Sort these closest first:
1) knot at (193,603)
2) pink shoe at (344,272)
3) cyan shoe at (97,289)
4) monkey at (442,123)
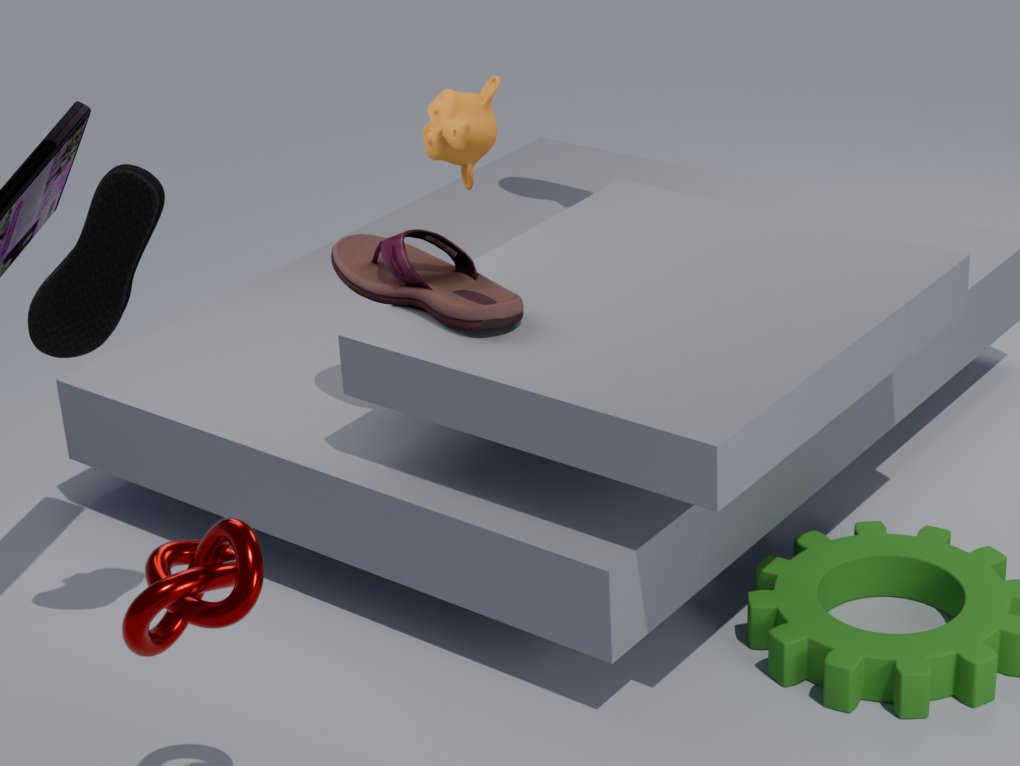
1. 1. knot at (193,603)
2. 3. cyan shoe at (97,289)
3. 2. pink shoe at (344,272)
4. 4. monkey at (442,123)
